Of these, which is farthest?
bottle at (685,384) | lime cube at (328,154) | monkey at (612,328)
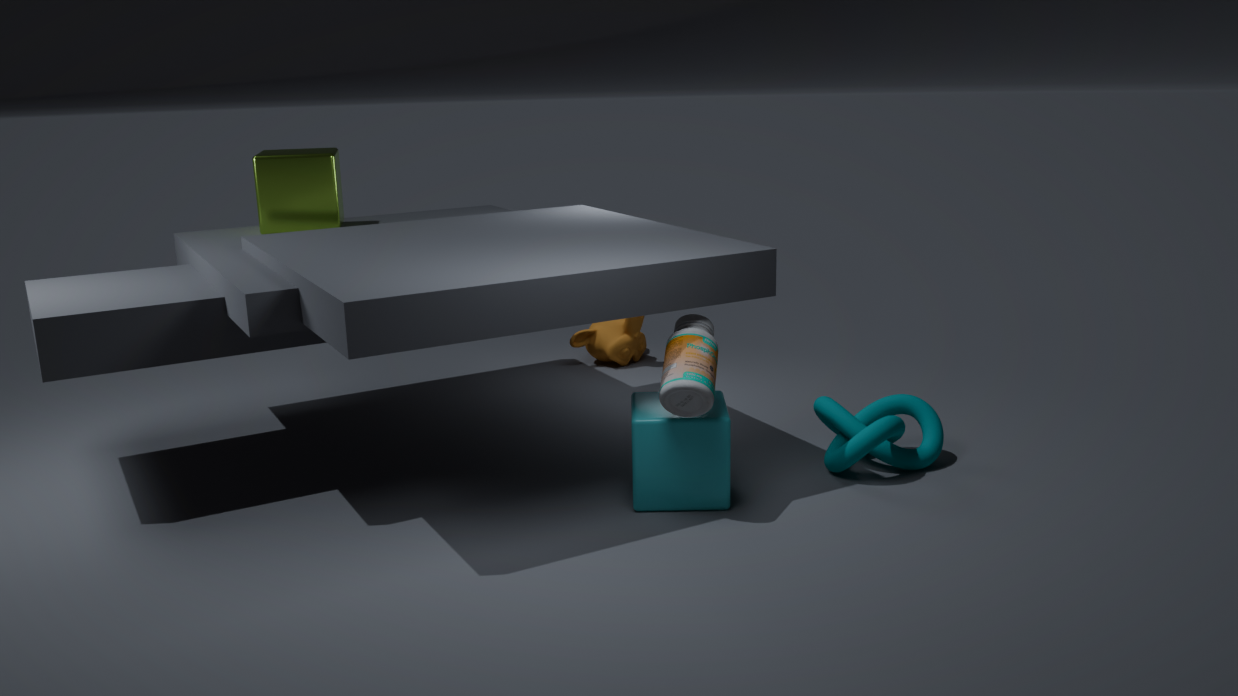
monkey at (612,328)
